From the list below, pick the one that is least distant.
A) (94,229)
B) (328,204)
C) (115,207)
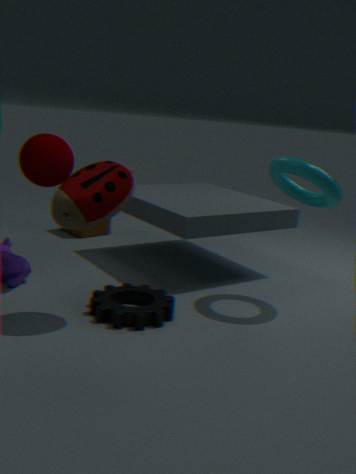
(115,207)
